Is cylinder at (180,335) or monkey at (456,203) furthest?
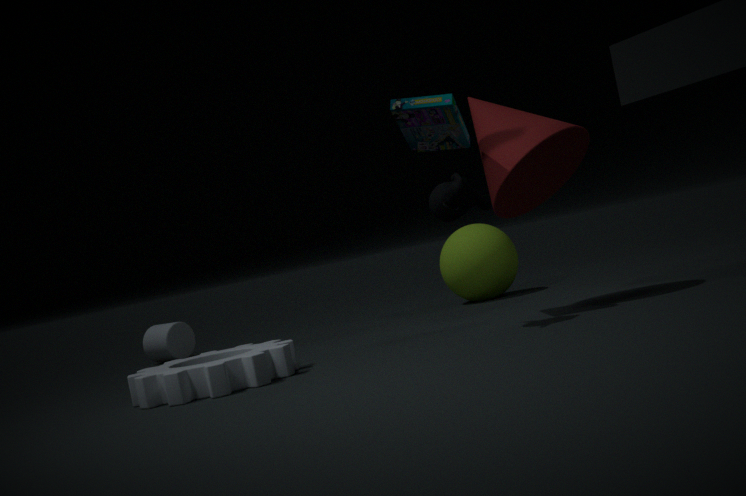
cylinder at (180,335)
